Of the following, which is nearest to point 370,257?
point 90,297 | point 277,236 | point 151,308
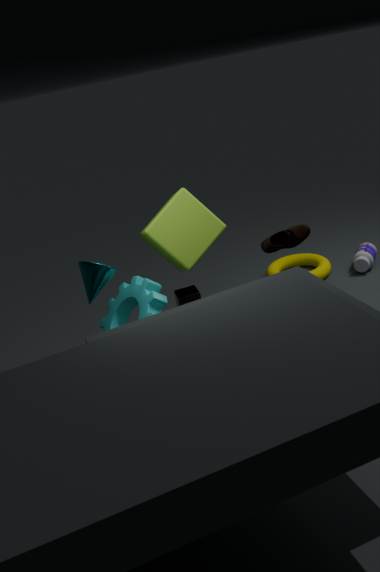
point 277,236
